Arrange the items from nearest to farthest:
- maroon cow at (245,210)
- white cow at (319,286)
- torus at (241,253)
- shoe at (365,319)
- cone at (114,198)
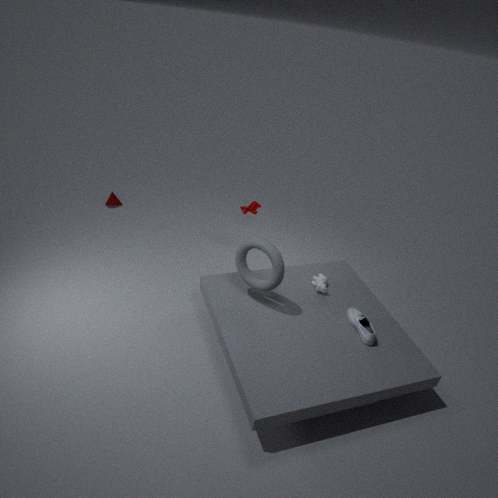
torus at (241,253) < shoe at (365,319) < white cow at (319,286) < maroon cow at (245,210) < cone at (114,198)
